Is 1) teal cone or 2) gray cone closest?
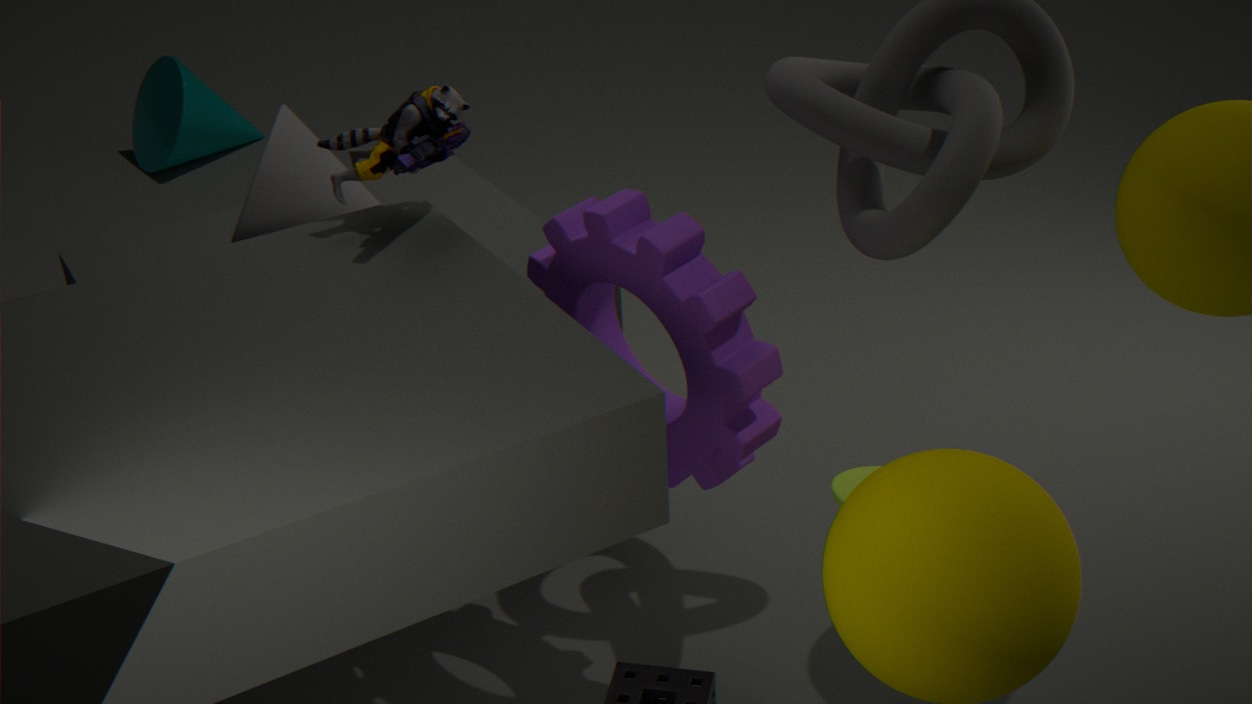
2. gray cone
